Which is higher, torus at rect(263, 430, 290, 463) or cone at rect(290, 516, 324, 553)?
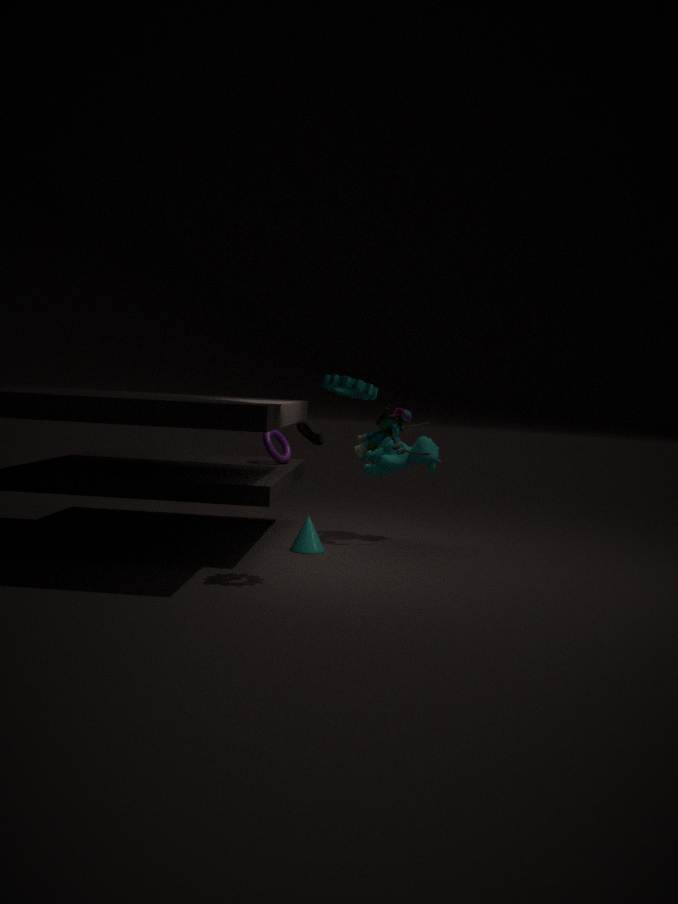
torus at rect(263, 430, 290, 463)
